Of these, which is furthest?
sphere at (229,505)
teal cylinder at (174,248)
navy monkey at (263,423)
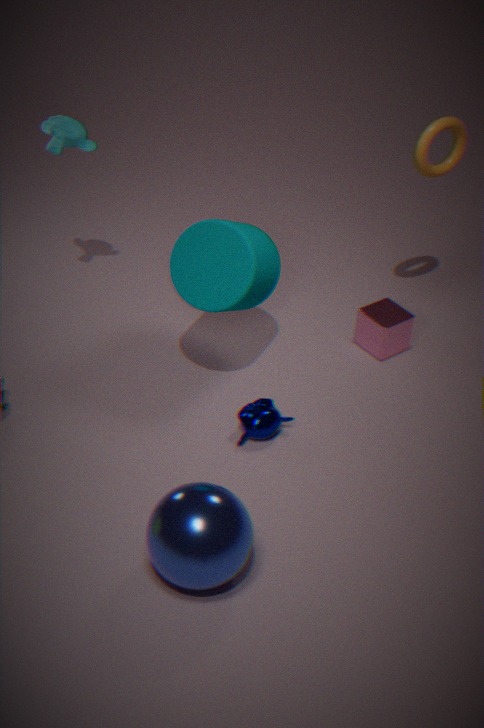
navy monkey at (263,423)
